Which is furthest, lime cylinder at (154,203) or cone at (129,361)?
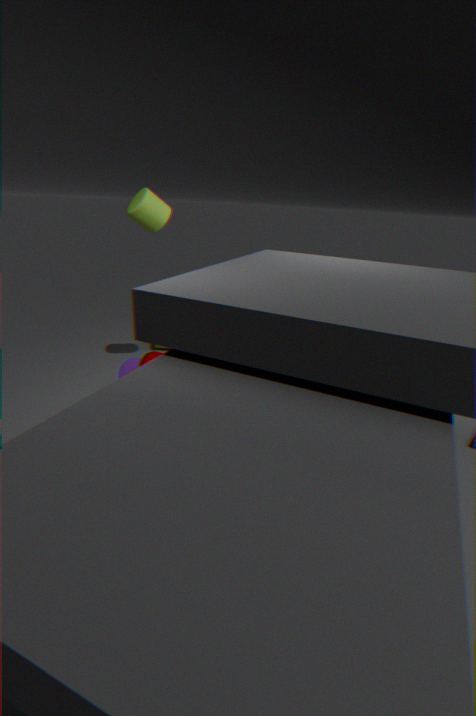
cone at (129,361)
